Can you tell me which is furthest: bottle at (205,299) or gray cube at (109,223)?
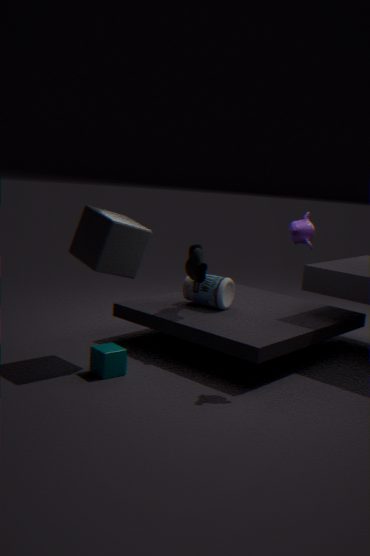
bottle at (205,299)
